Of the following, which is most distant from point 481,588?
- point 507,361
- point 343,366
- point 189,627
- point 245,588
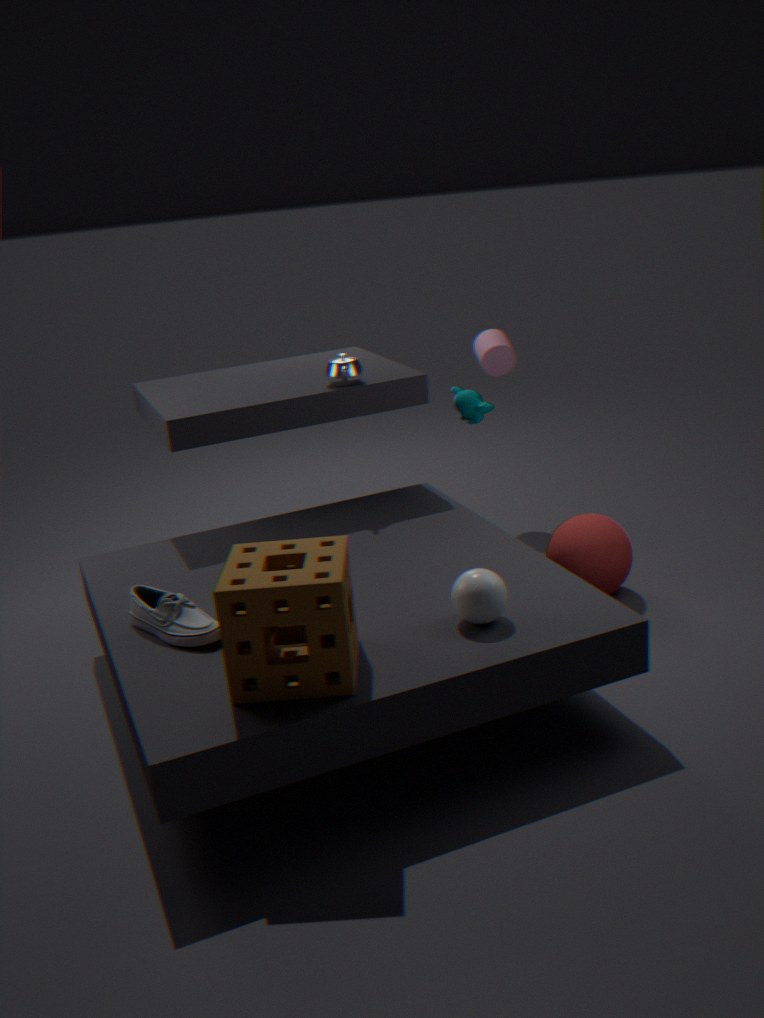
point 507,361
